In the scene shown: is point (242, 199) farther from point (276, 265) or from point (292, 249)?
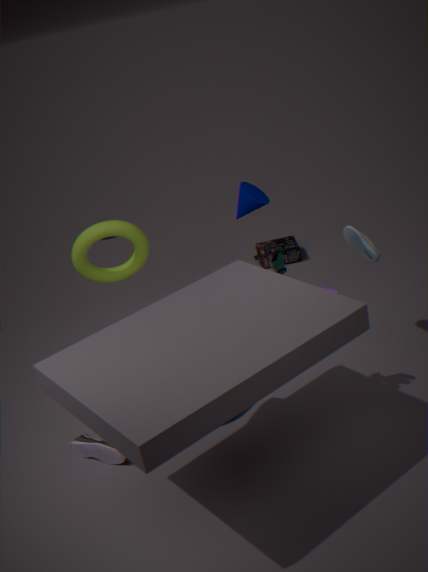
point (292, 249)
